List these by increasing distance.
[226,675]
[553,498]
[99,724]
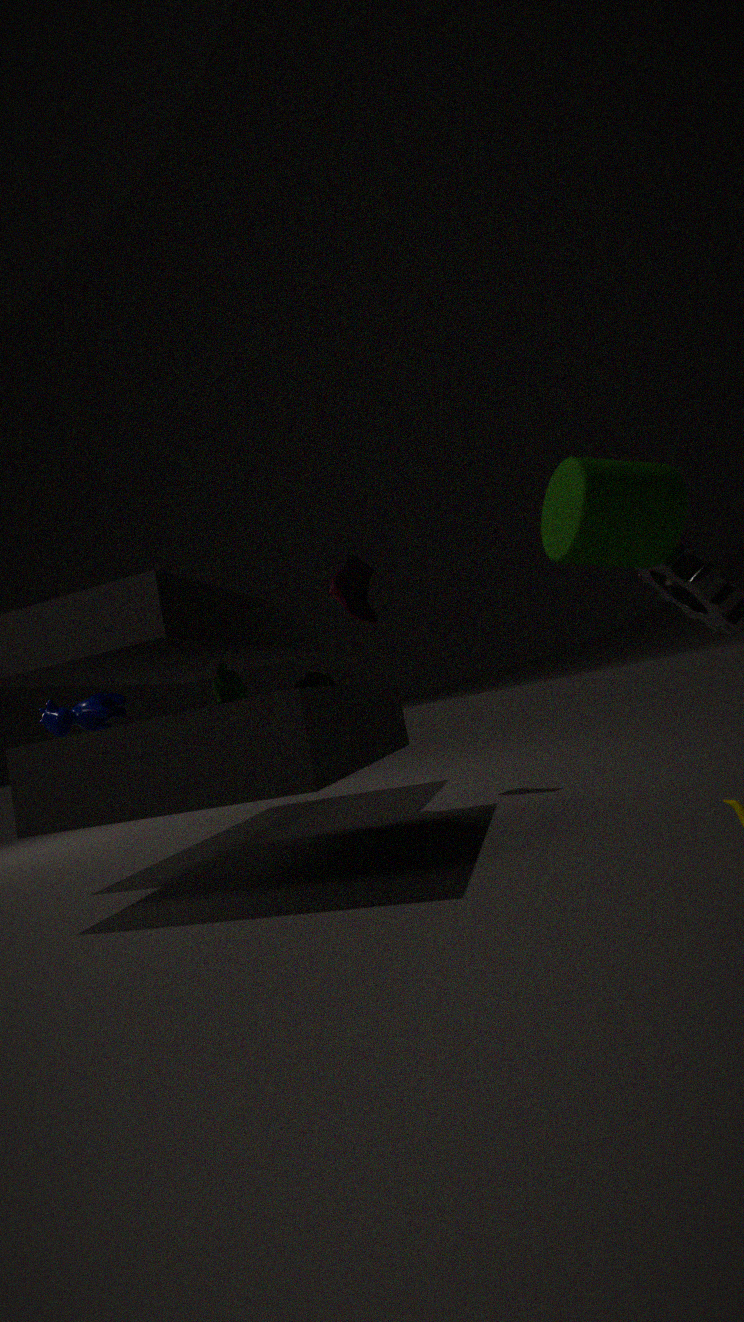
[553,498]
[99,724]
[226,675]
